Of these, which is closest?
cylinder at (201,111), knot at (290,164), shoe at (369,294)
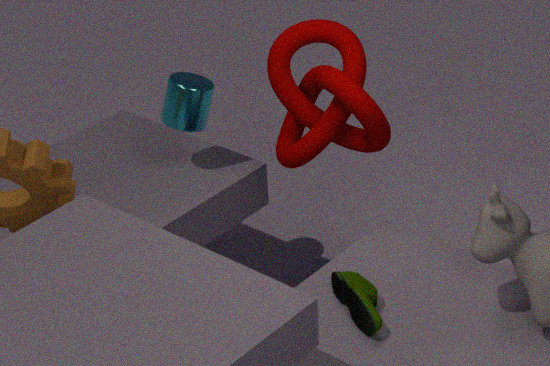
shoe at (369,294)
